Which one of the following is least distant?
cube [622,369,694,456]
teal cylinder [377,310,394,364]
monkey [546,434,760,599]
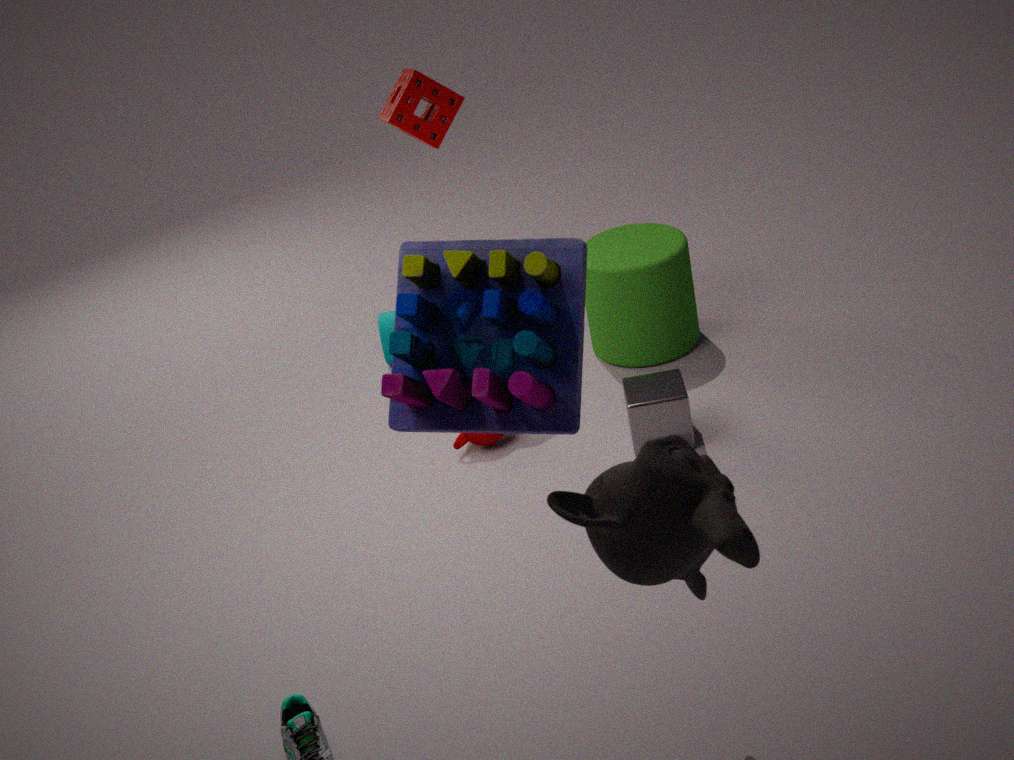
monkey [546,434,760,599]
